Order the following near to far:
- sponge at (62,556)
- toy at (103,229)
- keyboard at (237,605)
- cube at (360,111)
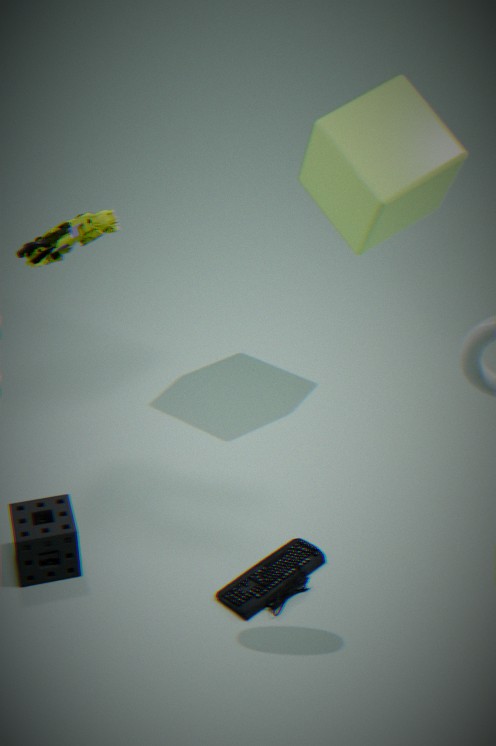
toy at (103,229)
keyboard at (237,605)
sponge at (62,556)
cube at (360,111)
